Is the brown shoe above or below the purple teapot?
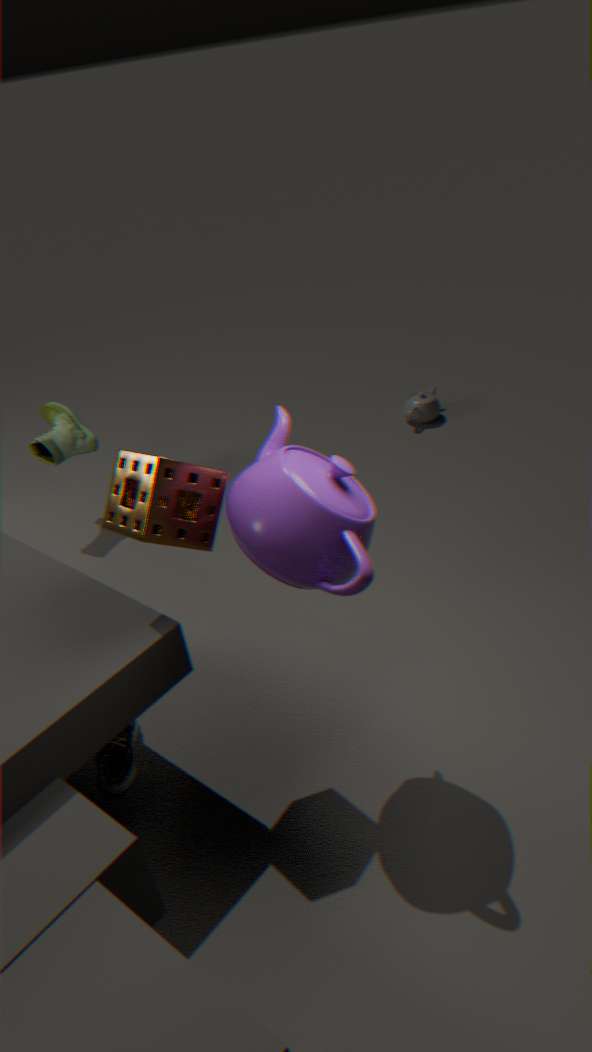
below
